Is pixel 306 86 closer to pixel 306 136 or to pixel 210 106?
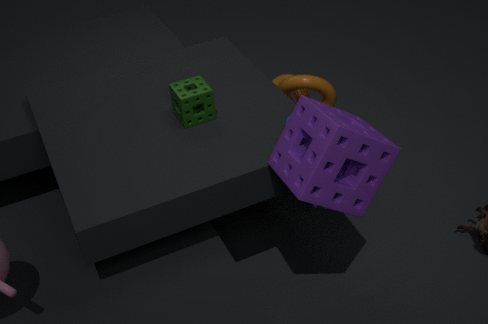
pixel 210 106
